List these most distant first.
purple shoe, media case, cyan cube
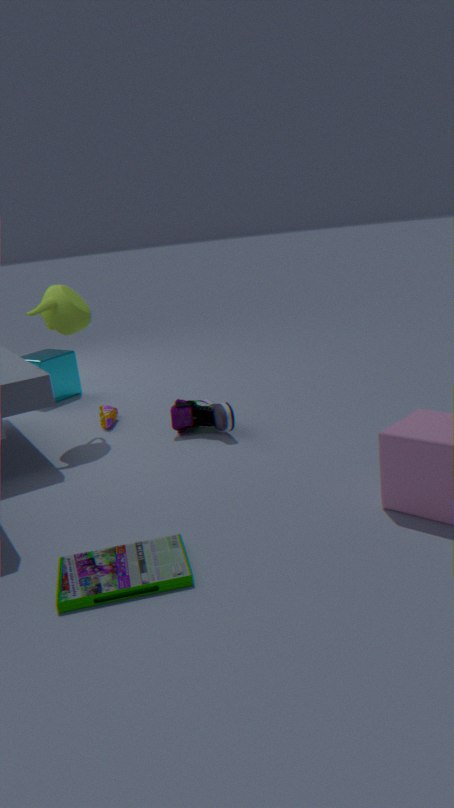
Answer: cyan cube, purple shoe, media case
